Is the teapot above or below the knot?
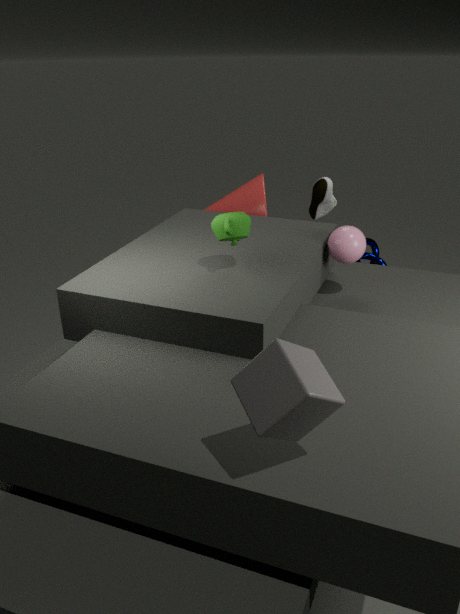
above
